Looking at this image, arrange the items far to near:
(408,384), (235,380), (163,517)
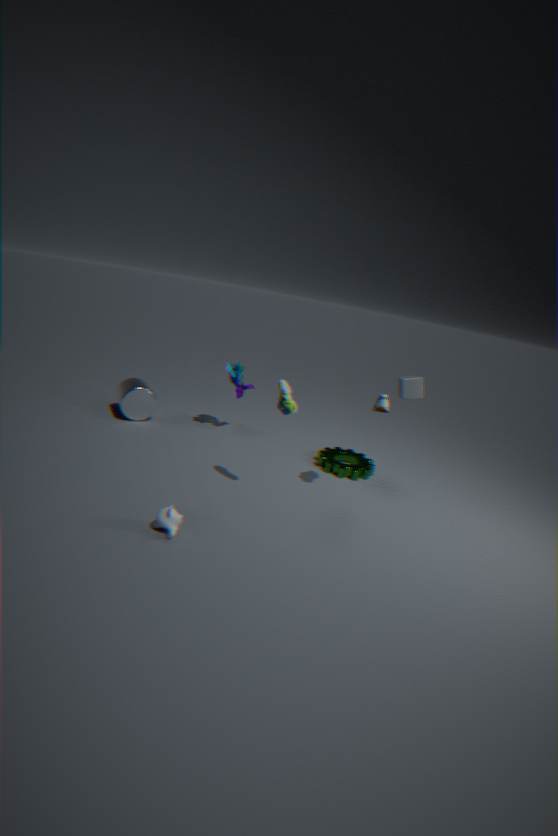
(235,380) → (408,384) → (163,517)
